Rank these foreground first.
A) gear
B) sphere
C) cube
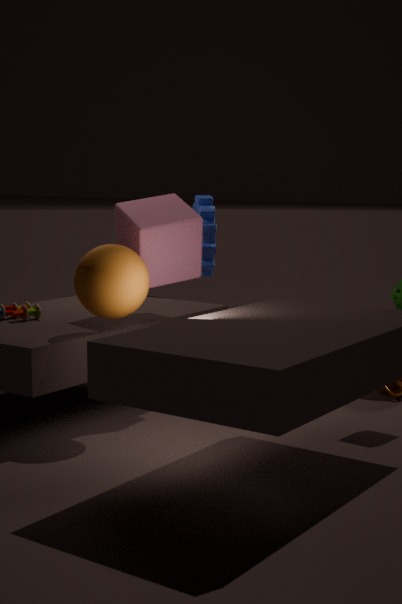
sphere → cube → gear
